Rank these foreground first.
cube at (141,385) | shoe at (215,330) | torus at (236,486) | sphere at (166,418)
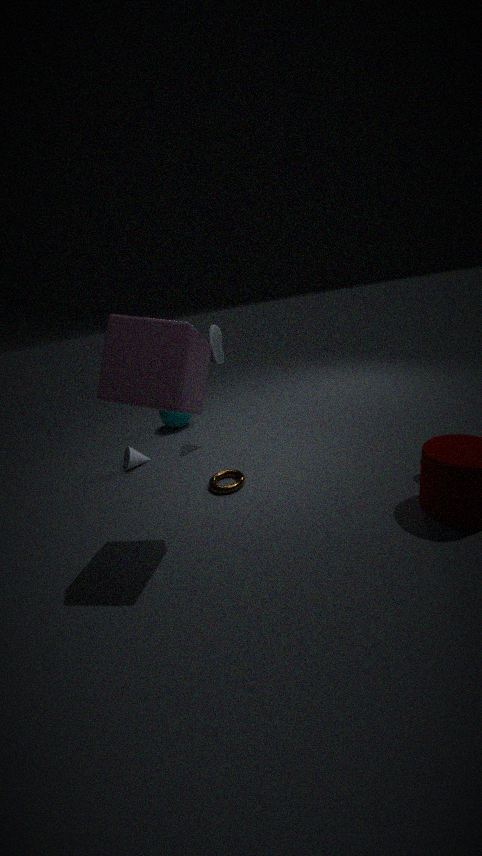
1. cube at (141,385)
2. torus at (236,486)
3. shoe at (215,330)
4. sphere at (166,418)
